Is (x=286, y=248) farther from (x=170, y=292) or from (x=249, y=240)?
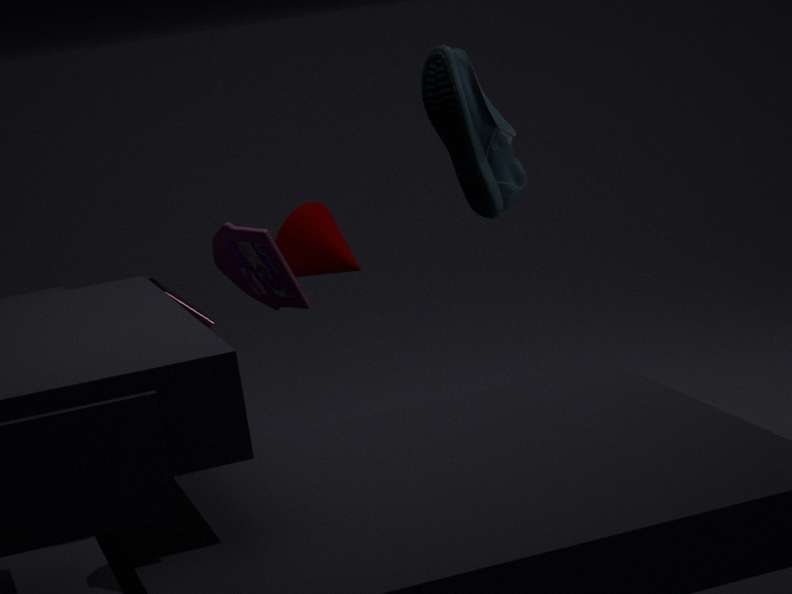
(x=170, y=292)
